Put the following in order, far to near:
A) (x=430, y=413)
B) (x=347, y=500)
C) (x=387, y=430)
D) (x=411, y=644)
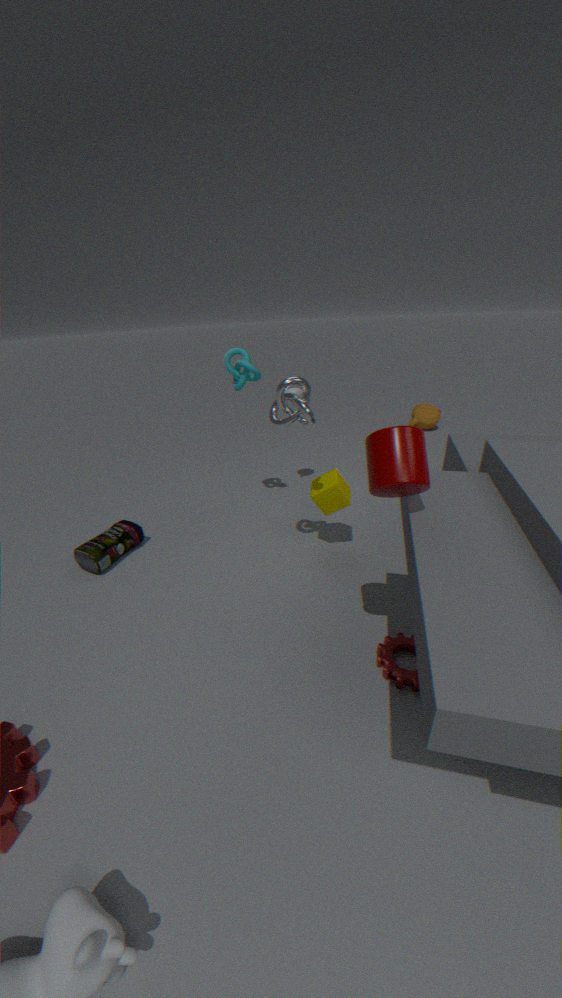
(x=430, y=413) < (x=347, y=500) < (x=411, y=644) < (x=387, y=430)
